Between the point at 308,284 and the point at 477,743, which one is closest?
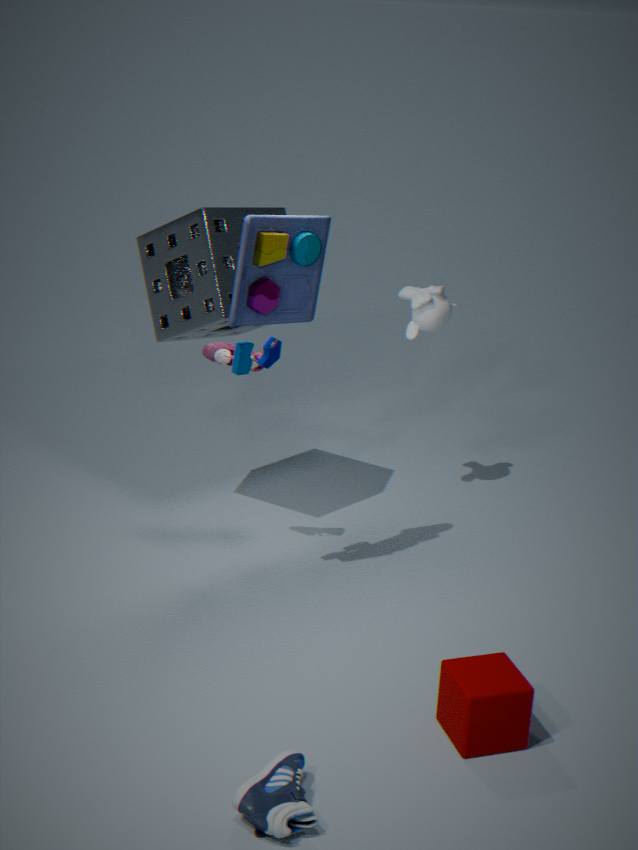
the point at 477,743
